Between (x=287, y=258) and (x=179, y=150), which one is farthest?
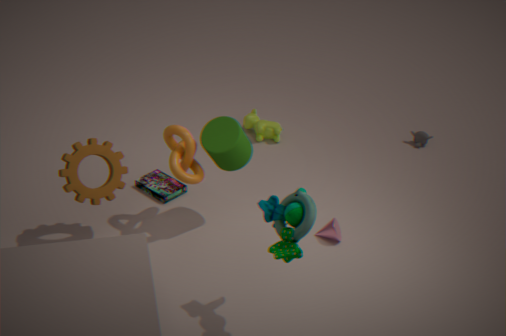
(x=179, y=150)
